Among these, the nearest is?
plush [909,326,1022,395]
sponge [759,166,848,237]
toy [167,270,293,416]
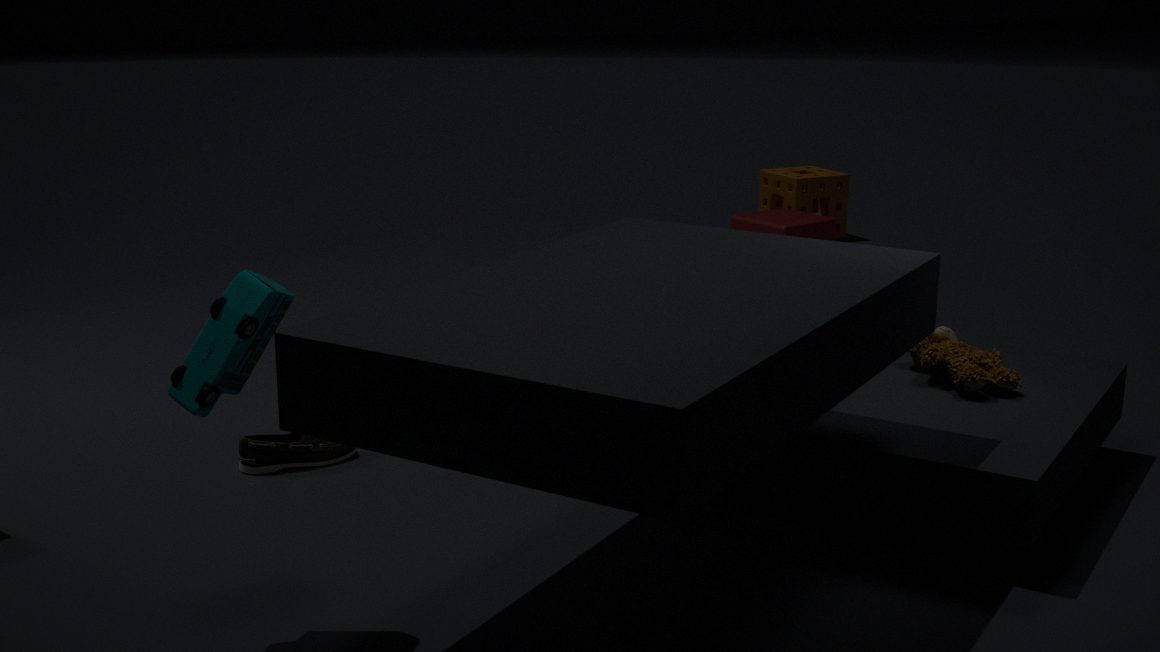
toy [167,270,293,416]
